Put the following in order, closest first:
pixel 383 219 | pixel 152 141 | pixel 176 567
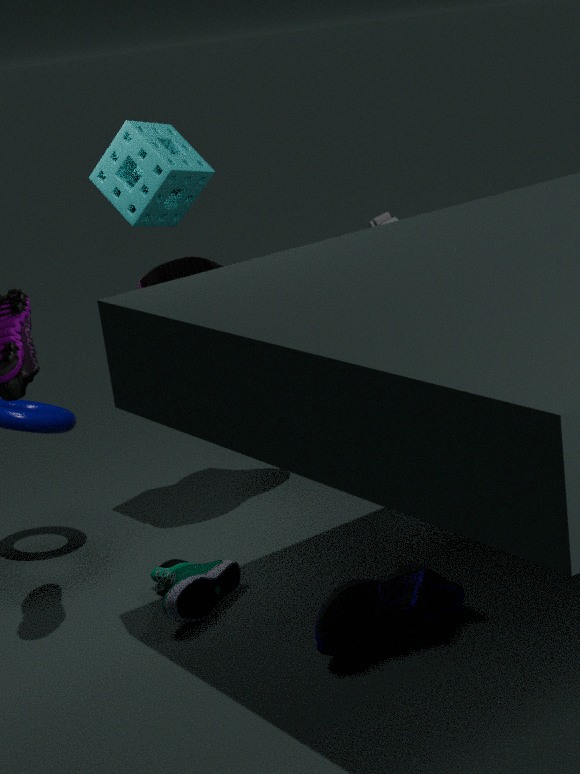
1. pixel 152 141
2. pixel 176 567
3. pixel 383 219
